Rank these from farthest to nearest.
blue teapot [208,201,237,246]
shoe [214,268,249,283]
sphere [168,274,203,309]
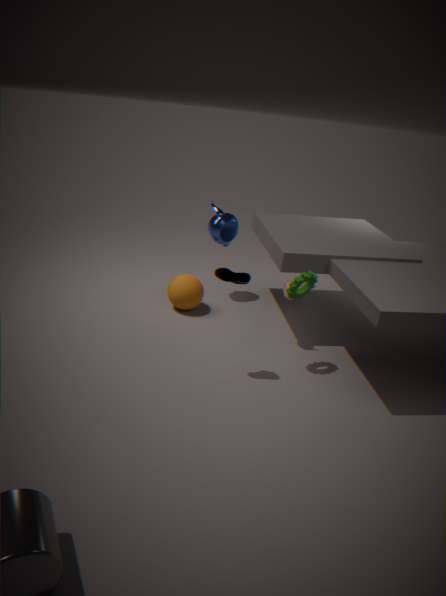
blue teapot [208,201,237,246]
sphere [168,274,203,309]
shoe [214,268,249,283]
